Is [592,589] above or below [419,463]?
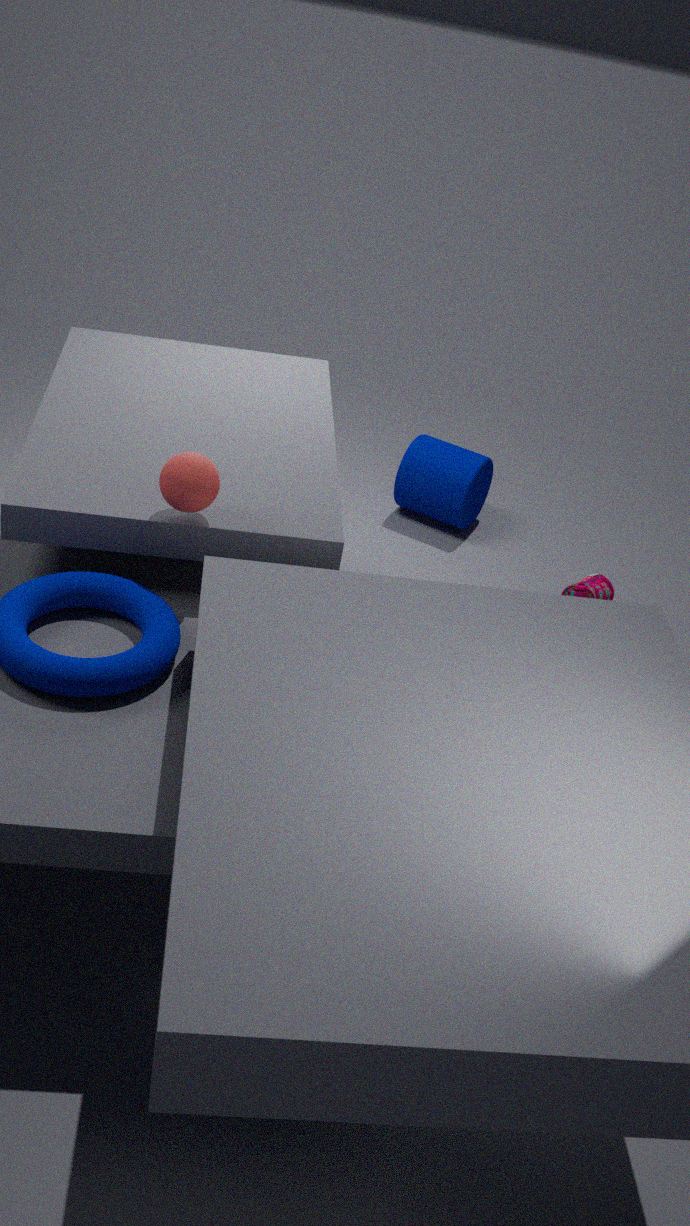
above
